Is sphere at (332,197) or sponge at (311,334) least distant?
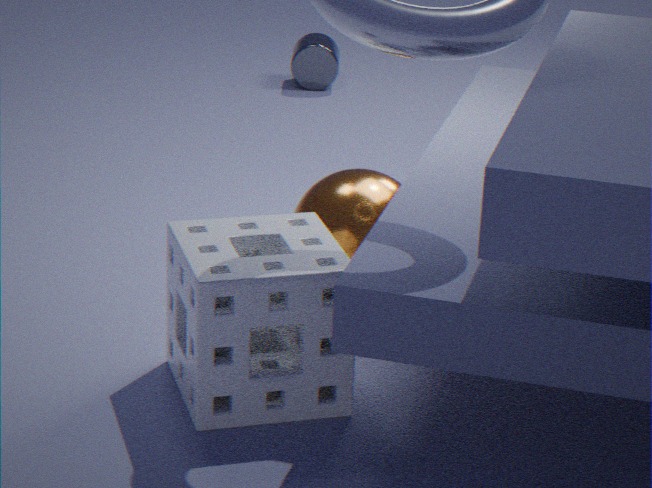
sponge at (311,334)
